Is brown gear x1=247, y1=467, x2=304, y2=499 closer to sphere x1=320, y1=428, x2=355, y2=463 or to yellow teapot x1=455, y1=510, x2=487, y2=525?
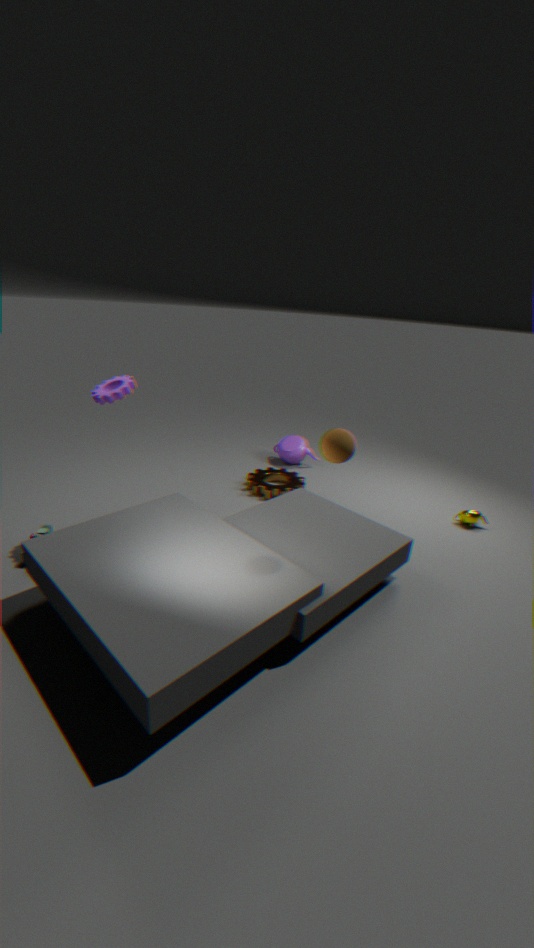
yellow teapot x1=455, y1=510, x2=487, y2=525
